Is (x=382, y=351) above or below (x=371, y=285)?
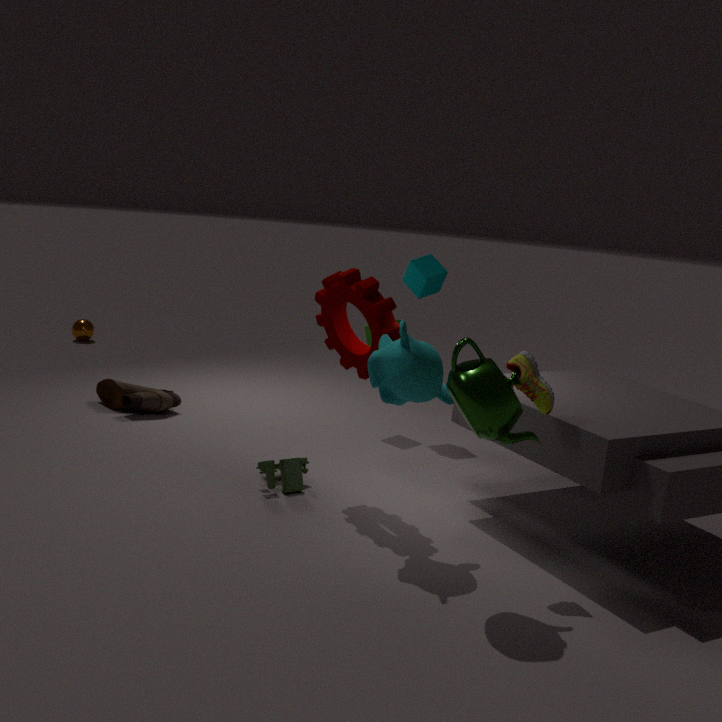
below
